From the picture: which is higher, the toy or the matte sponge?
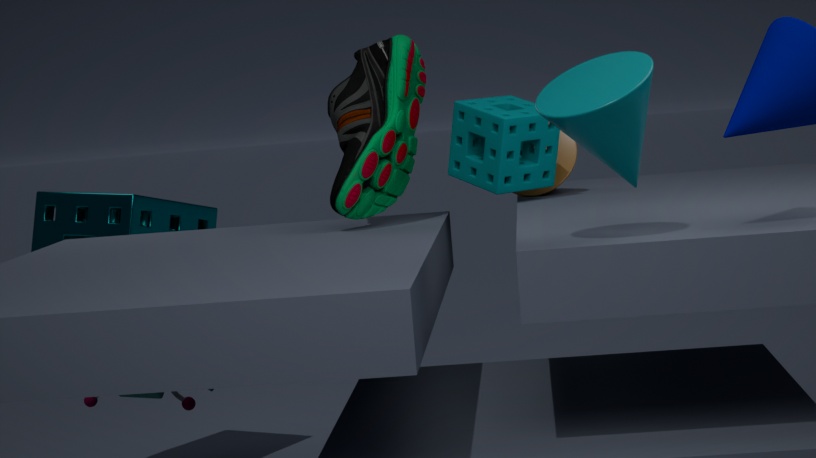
the matte sponge
